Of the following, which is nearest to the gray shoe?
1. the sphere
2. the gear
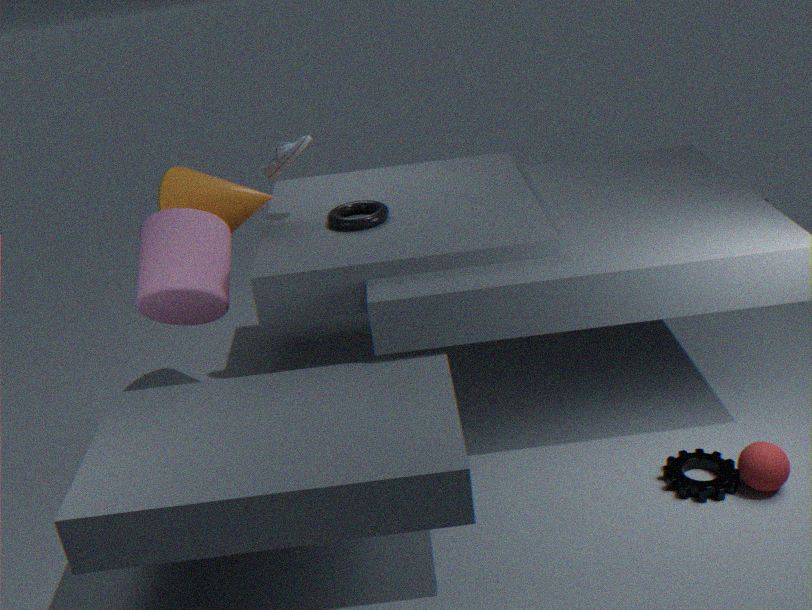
the gear
